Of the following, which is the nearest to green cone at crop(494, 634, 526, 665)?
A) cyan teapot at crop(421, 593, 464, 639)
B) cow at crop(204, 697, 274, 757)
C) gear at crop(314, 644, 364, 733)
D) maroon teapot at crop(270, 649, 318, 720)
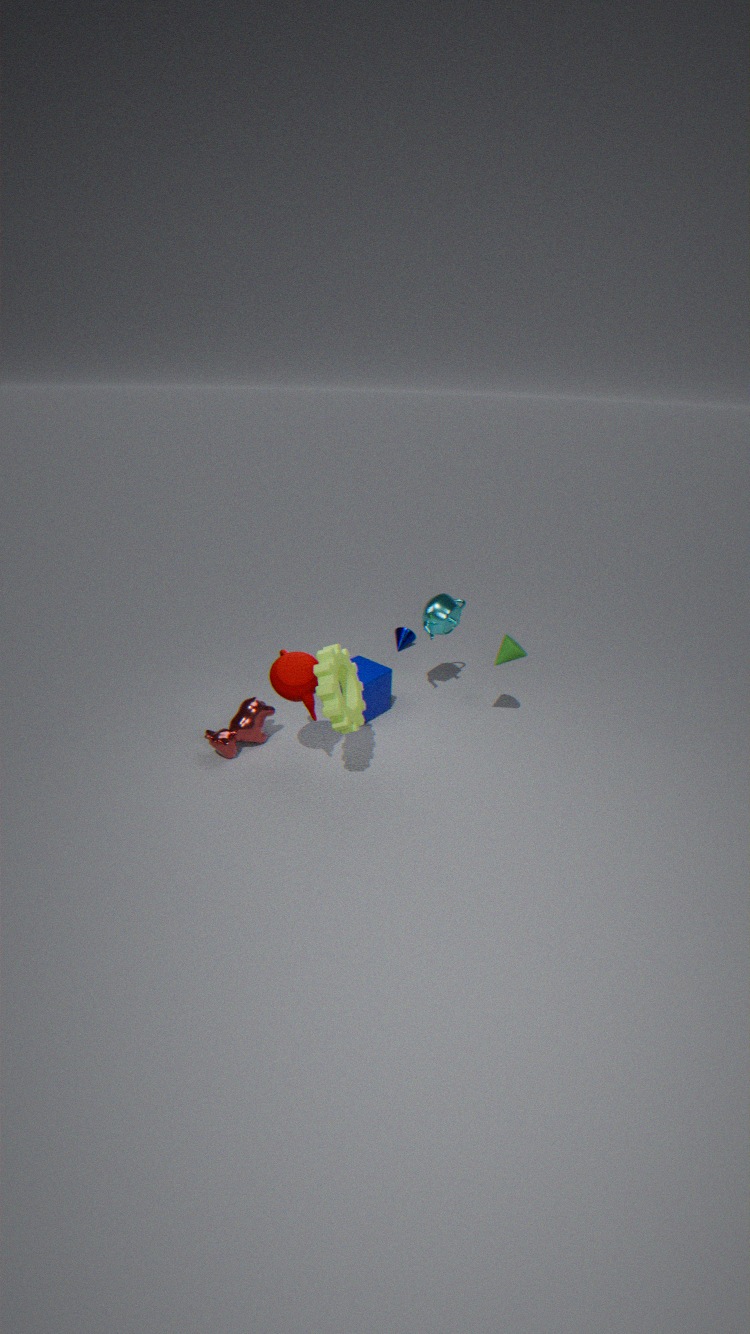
cyan teapot at crop(421, 593, 464, 639)
